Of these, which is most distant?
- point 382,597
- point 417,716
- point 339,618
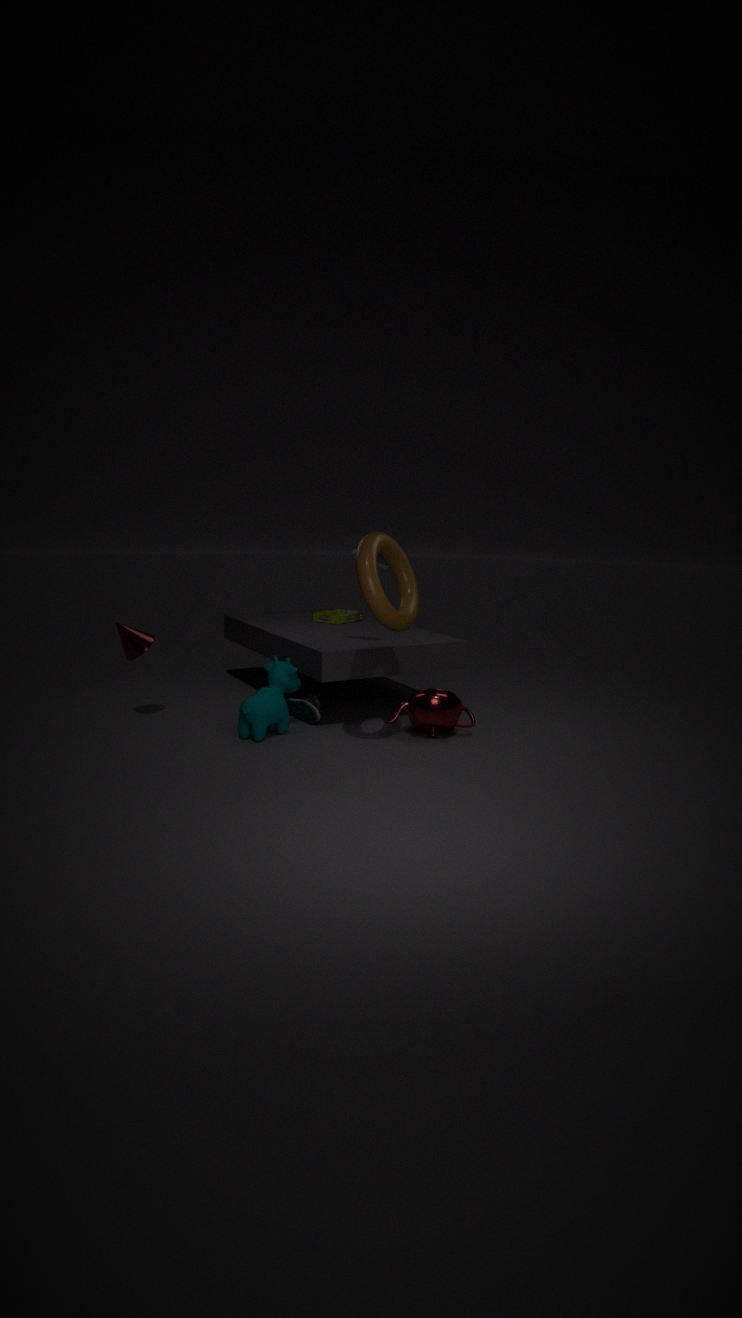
point 339,618
